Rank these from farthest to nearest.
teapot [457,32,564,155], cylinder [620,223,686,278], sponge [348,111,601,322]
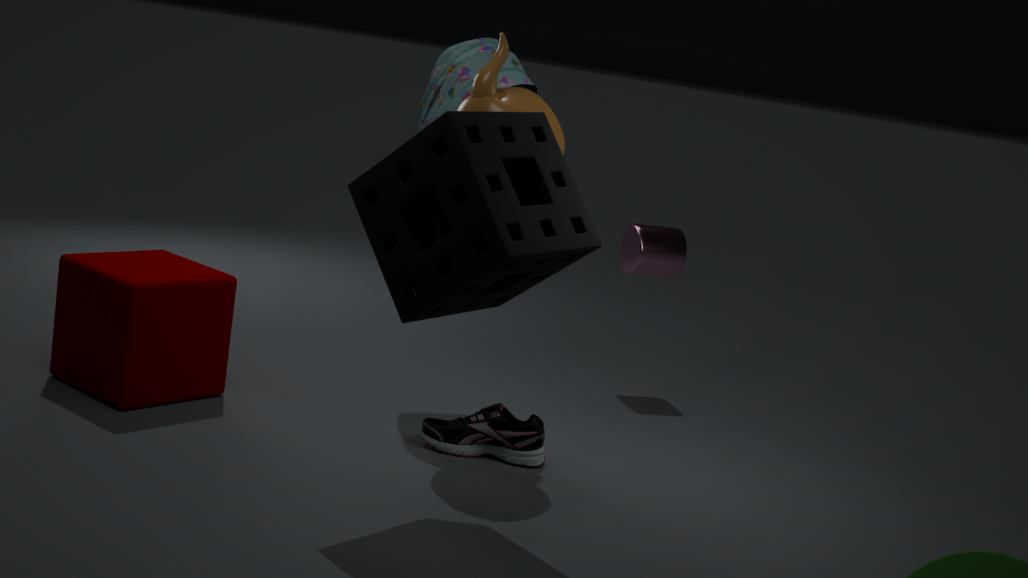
cylinder [620,223,686,278] < teapot [457,32,564,155] < sponge [348,111,601,322]
